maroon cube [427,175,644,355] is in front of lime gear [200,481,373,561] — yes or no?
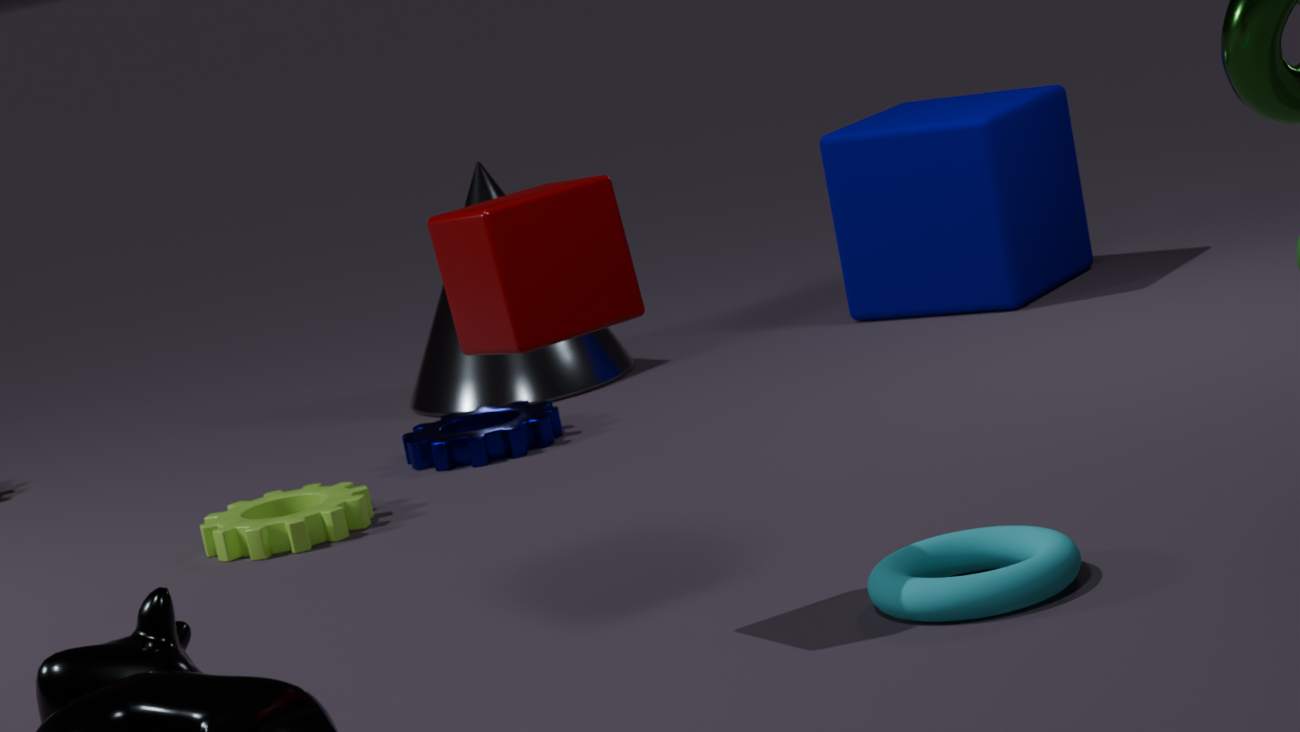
Yes
